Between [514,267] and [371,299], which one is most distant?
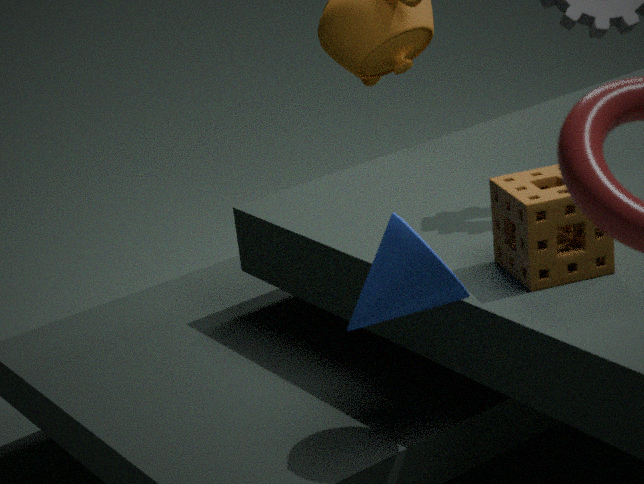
[514,267]
